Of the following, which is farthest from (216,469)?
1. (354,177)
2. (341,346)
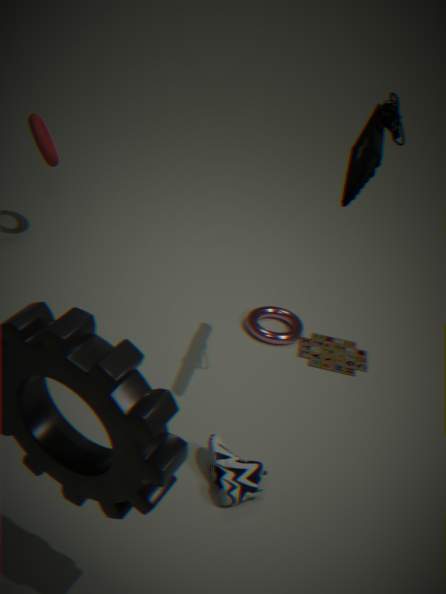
(354,177)
